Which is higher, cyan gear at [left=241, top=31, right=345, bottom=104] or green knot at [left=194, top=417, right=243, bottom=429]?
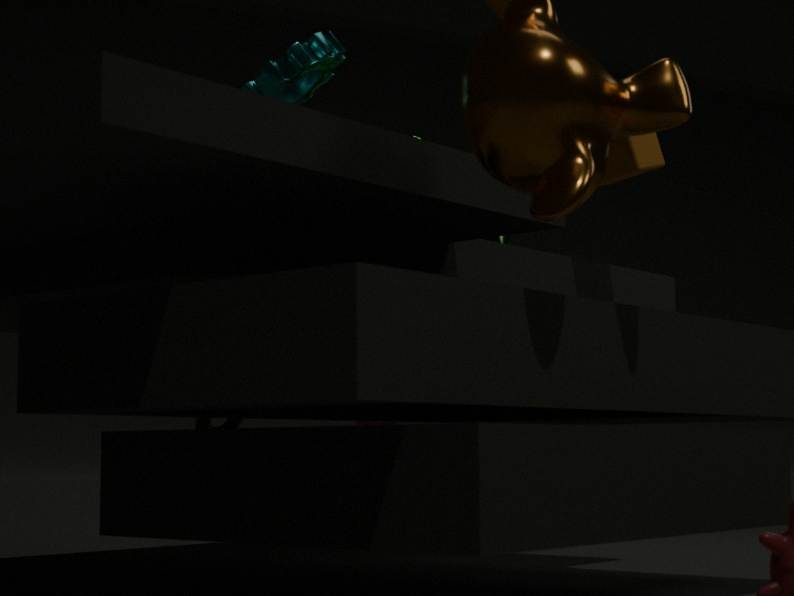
cyan gear at [left=241, top=31, right=345, bottom=104]
